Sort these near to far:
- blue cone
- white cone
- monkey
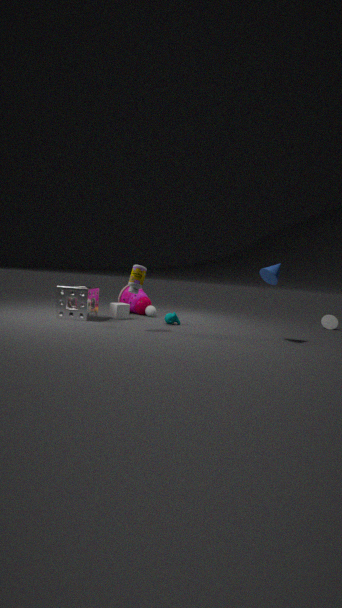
blue cone
monkey
white cone
